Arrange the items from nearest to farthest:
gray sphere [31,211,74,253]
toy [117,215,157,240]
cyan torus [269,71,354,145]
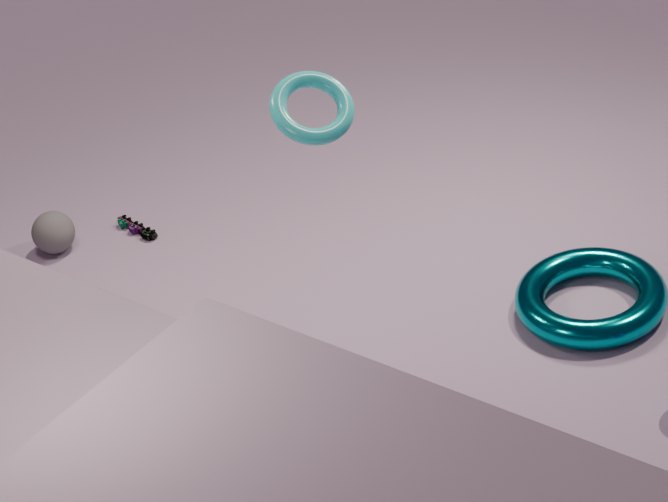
cyan torus [269,71,354,145] → gray sphere [31,211,74,253] → toy [117,215,157,240]
